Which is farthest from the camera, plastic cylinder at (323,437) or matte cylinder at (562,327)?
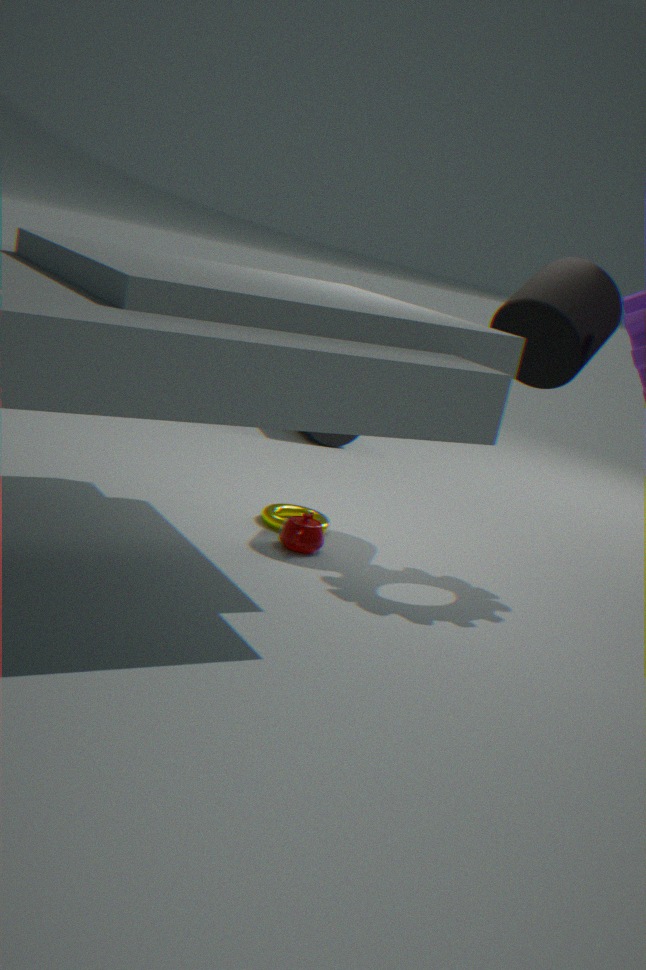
plastic cylinder at (323,437)
